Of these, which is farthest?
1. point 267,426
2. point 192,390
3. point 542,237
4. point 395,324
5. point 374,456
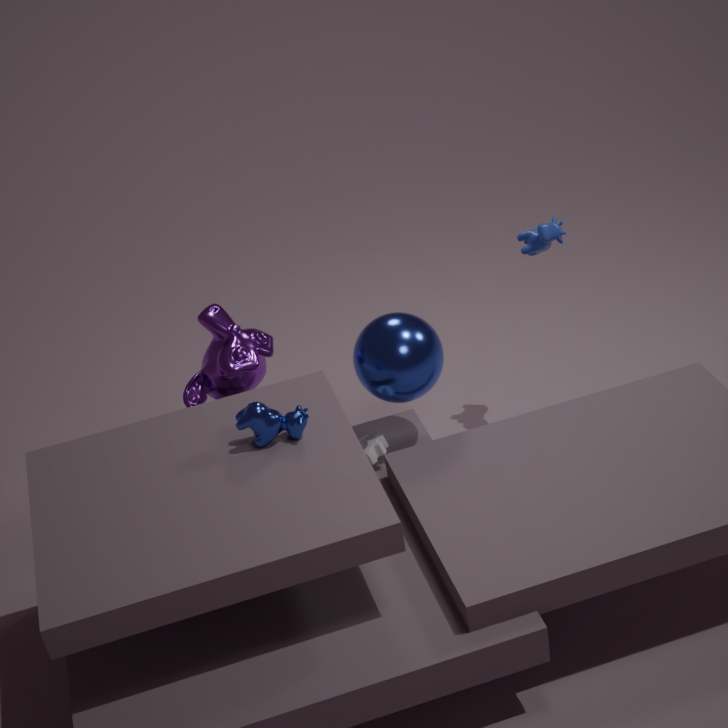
point 542,237
